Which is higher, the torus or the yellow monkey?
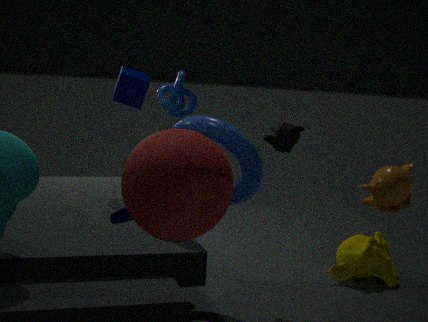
the torus
